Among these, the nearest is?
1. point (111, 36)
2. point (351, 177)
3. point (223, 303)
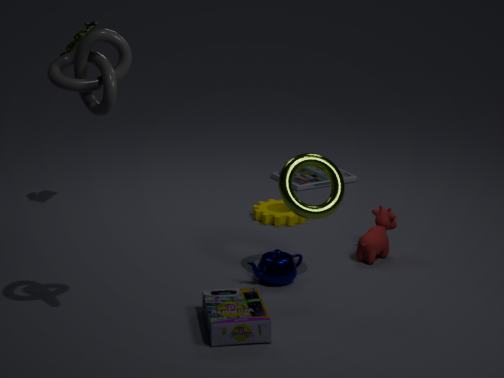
point (111, 36)
